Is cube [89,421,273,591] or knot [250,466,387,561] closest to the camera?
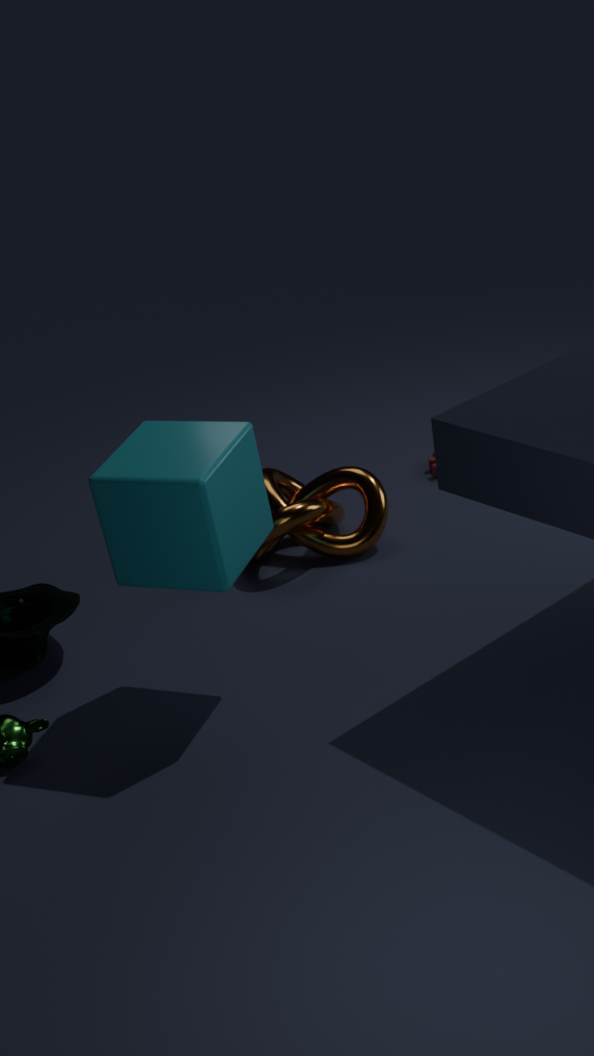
cube [89,421,273,591]
